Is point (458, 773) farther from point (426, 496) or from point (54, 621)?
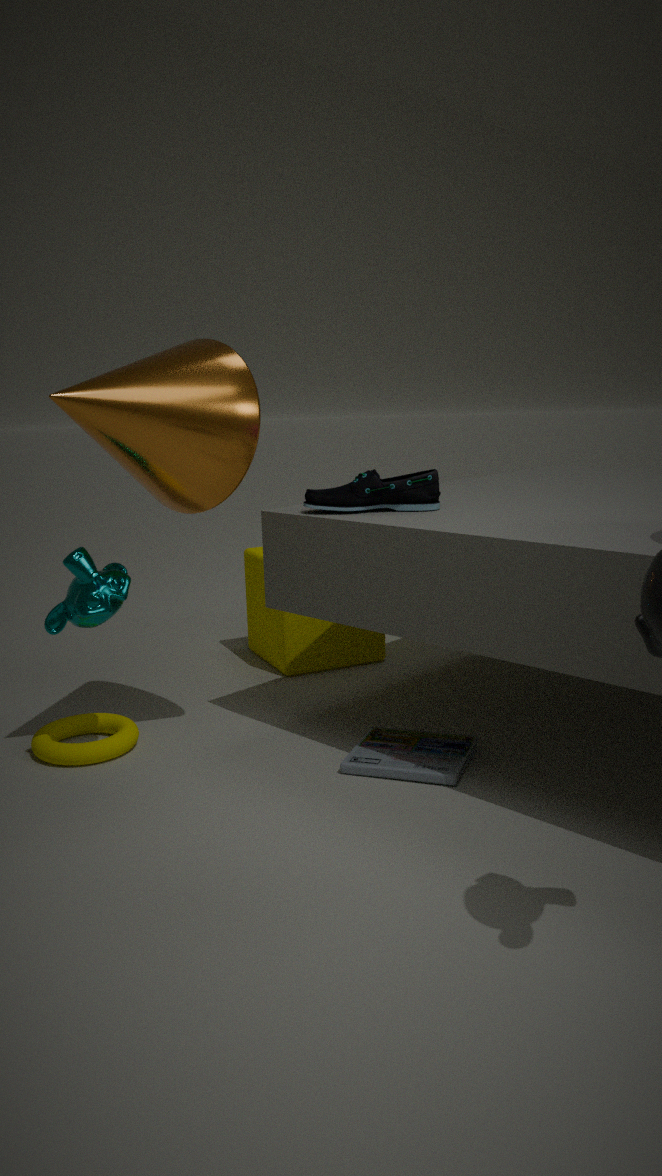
point (54, 621)
